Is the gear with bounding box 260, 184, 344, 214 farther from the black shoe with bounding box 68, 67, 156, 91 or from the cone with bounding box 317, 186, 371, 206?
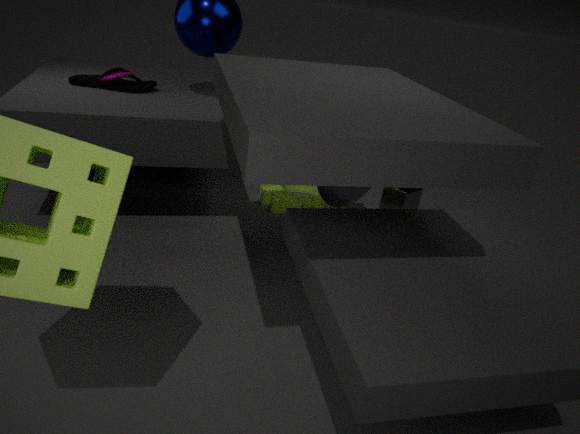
the black shoe with bounding box 68, 67, 156, 91
